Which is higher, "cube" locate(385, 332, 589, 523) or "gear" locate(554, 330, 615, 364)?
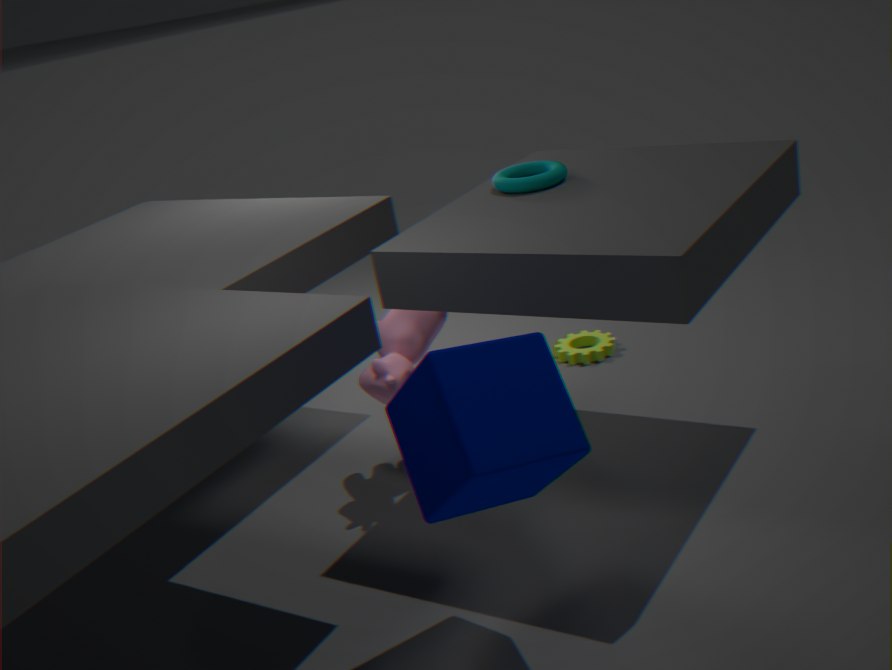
"cube" locate(385, 332, 589, 523)
